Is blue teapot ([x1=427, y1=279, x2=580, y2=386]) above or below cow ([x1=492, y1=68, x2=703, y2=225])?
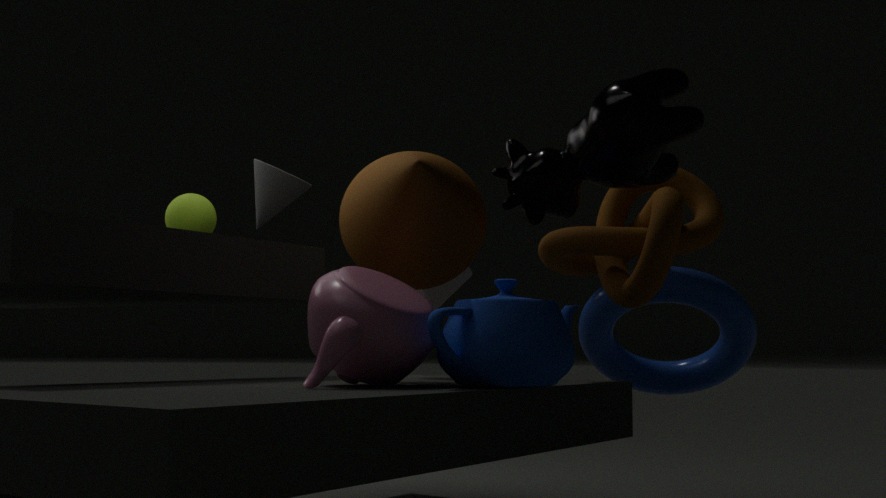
below
